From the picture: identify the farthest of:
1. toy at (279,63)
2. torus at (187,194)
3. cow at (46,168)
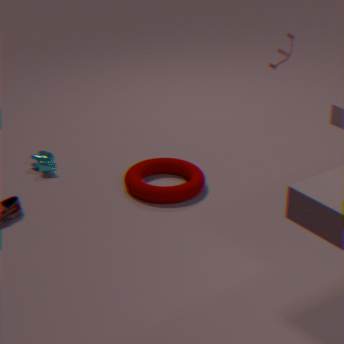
cow at (46,168)
